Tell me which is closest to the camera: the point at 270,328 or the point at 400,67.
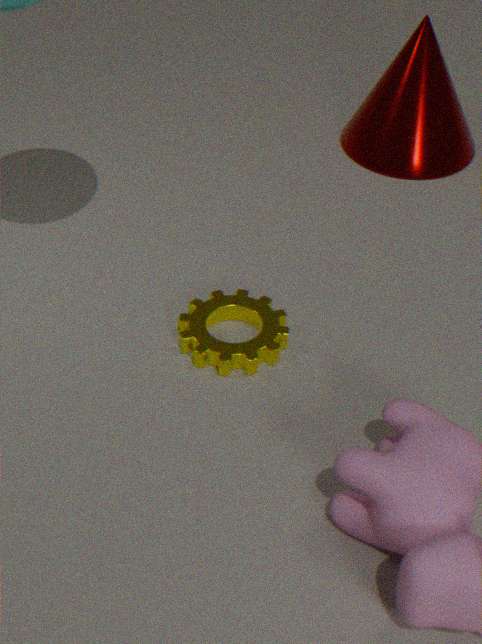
the point at 270,328
